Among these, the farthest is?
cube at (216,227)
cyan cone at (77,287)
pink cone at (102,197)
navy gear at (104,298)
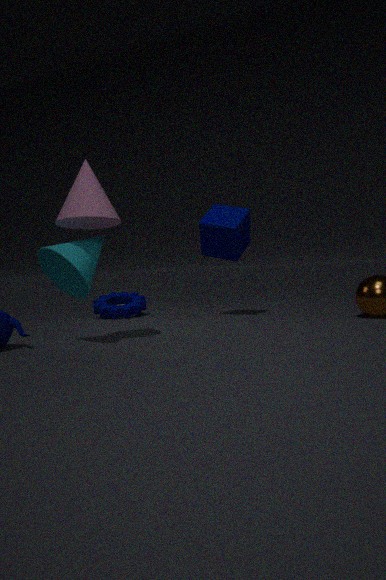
navy gear at (104,298)
